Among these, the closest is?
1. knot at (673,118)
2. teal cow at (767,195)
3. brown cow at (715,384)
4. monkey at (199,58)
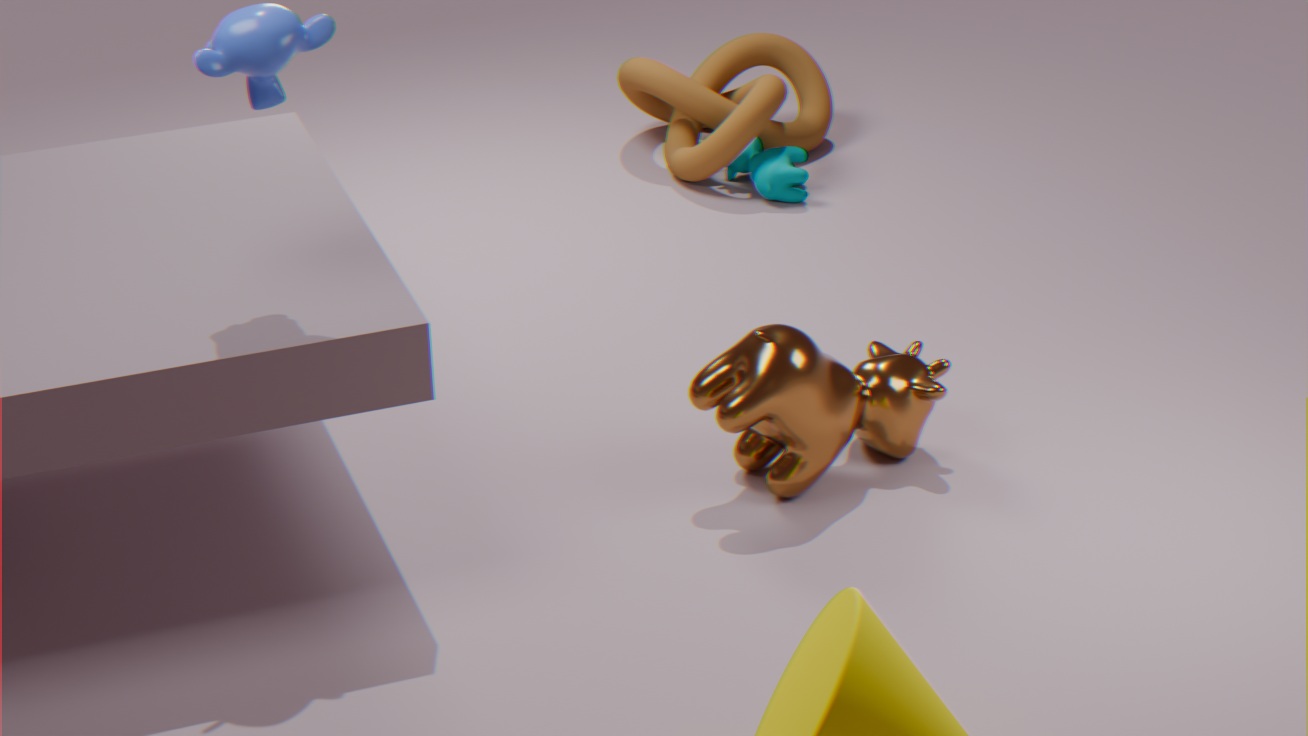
monkey at (199,58)
